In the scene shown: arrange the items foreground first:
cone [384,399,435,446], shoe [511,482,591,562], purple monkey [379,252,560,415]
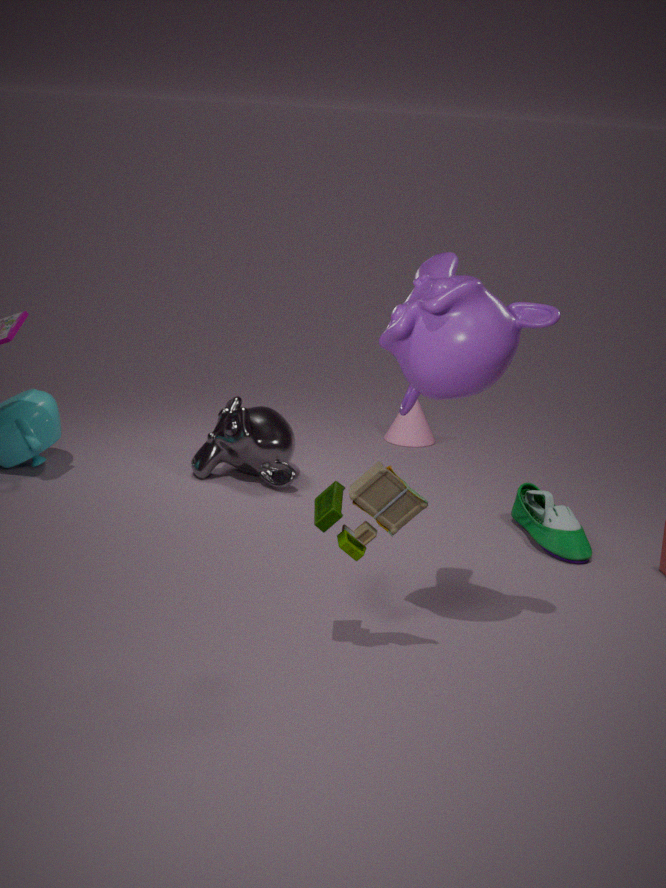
purple monkey [379,252,560,415] < shoe [511,482,591,562] < cone [384,399,435,446]
